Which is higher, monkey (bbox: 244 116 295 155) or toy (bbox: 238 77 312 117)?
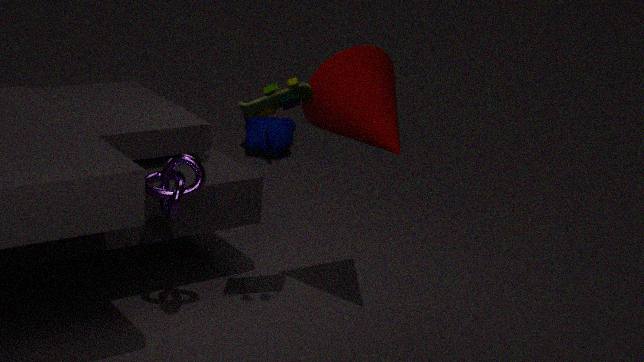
toy (bbox: 238 77 312 117)
